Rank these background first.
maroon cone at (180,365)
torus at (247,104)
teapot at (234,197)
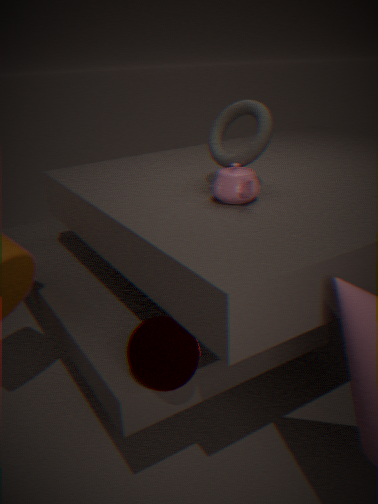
1. torus at (247,104)
2. teapot at (234,197)
3. maroon cone at (180,365)
